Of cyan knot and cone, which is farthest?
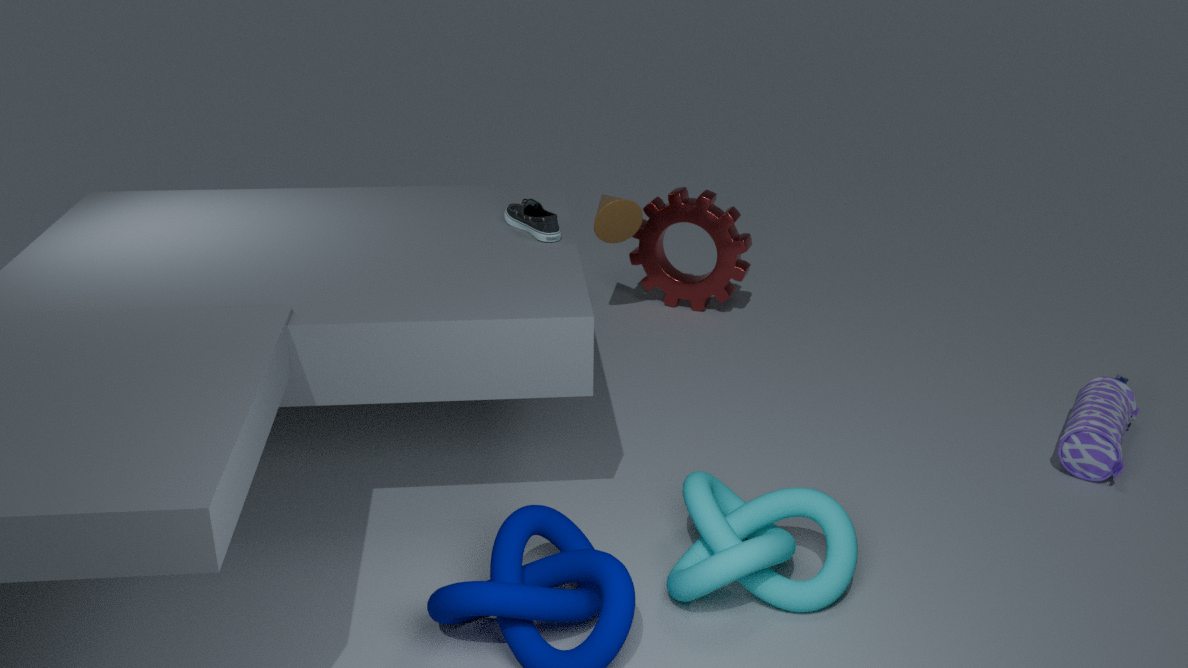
cone
